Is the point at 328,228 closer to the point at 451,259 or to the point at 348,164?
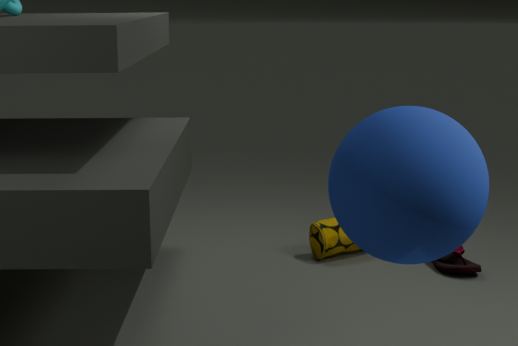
the point at 451,259
